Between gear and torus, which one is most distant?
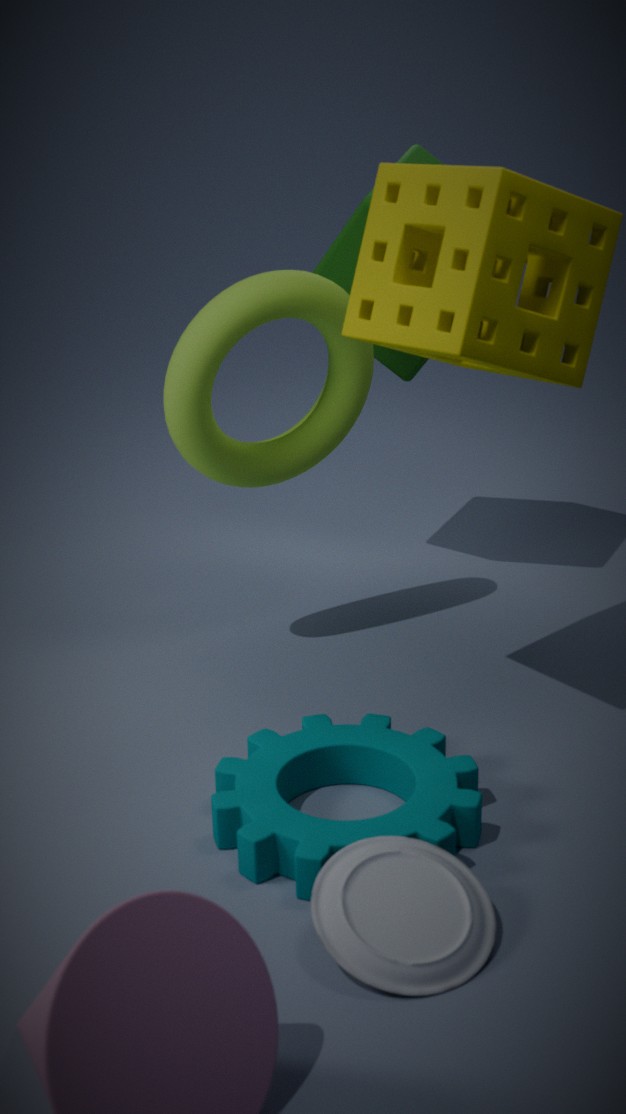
torus
